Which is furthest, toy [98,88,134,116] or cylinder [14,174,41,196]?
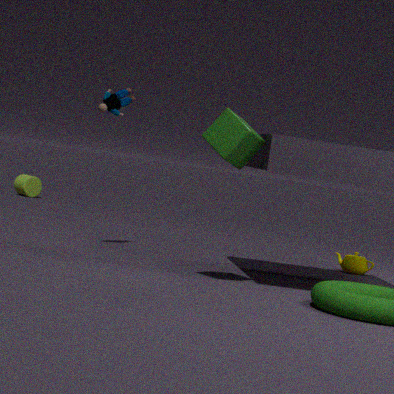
cylinder [14,174,41,196]
